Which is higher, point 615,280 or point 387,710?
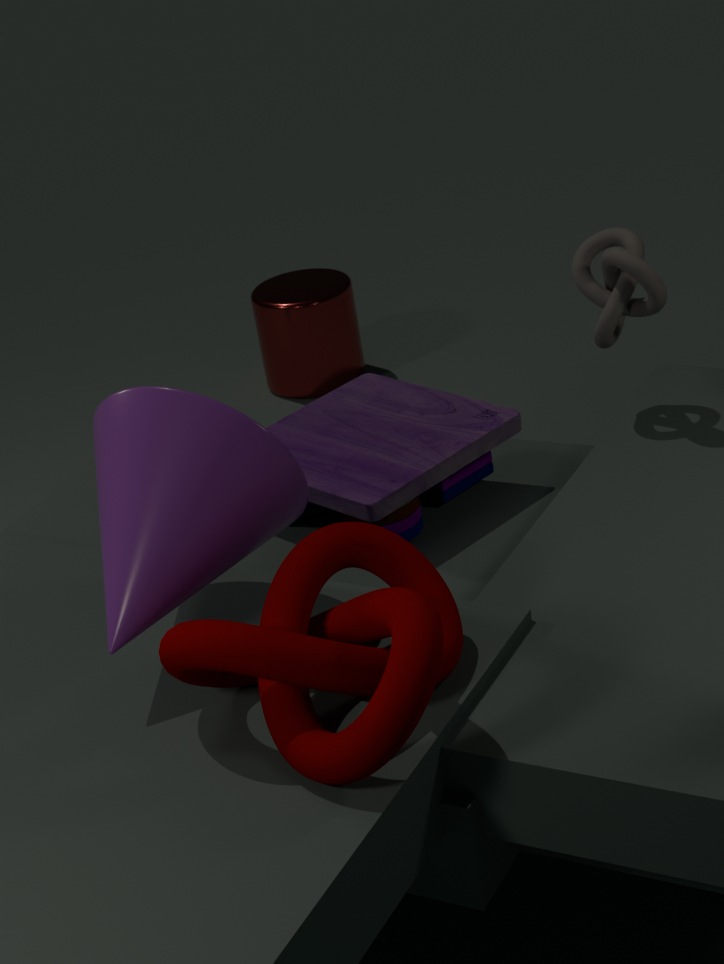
point 615,280
